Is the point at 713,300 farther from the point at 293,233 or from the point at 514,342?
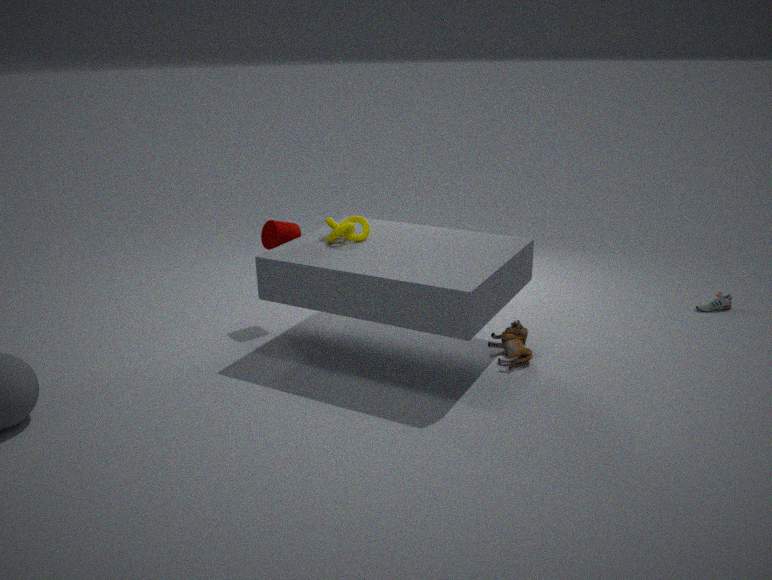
the point at 293,233
